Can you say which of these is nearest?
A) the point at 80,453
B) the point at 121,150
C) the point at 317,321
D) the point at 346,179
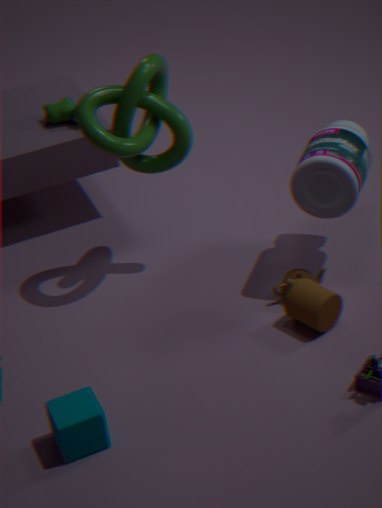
the point at 80,453
